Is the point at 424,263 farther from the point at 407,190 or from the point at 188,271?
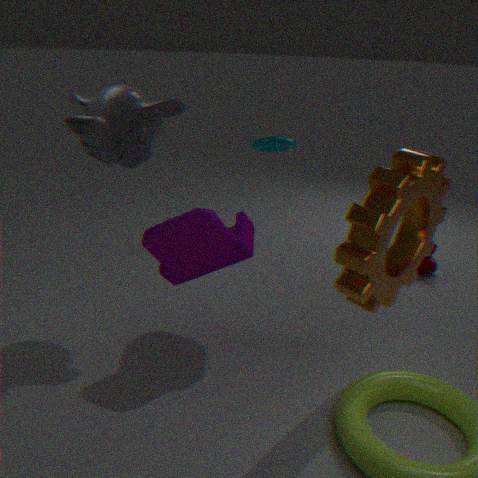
the point at 188,271
